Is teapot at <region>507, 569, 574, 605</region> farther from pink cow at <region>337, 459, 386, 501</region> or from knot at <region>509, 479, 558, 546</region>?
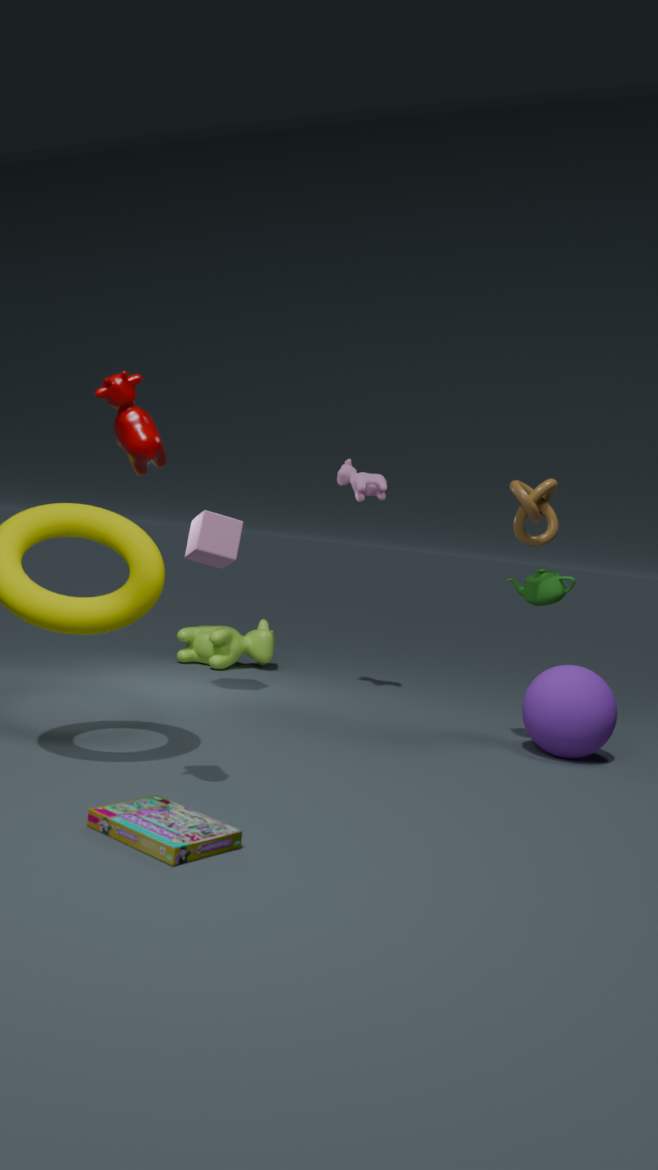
pink cow at <region>337, 459, 386, 501</region>
